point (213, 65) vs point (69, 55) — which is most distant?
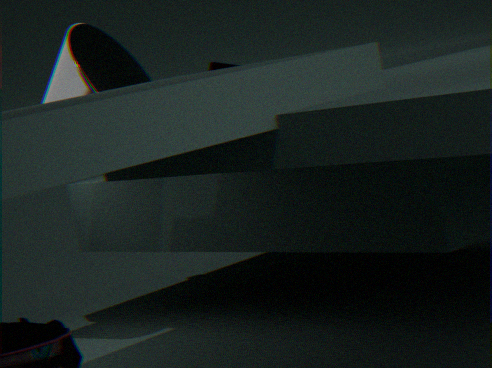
point (213, 65)
